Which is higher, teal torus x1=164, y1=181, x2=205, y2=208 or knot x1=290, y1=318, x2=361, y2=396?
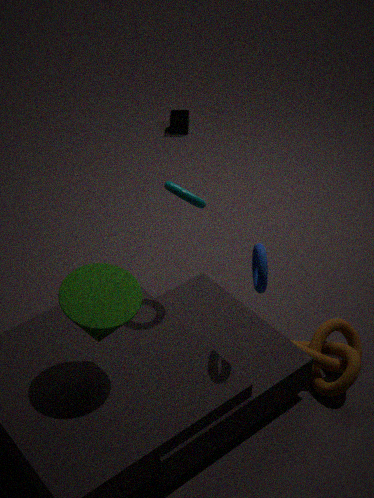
teal torus x1=164, y1=181, x2=205, y2=208
